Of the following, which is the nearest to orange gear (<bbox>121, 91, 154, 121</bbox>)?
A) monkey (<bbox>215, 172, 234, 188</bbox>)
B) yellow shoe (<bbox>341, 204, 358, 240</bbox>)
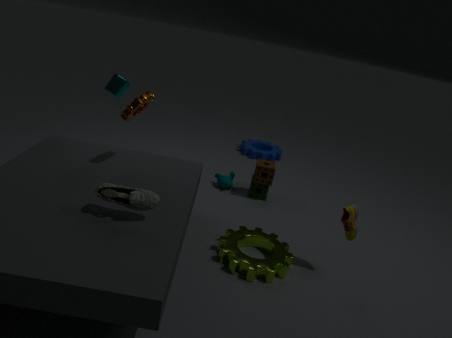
monkey (<bbox>215, 172, 234, 188</bbox>)
